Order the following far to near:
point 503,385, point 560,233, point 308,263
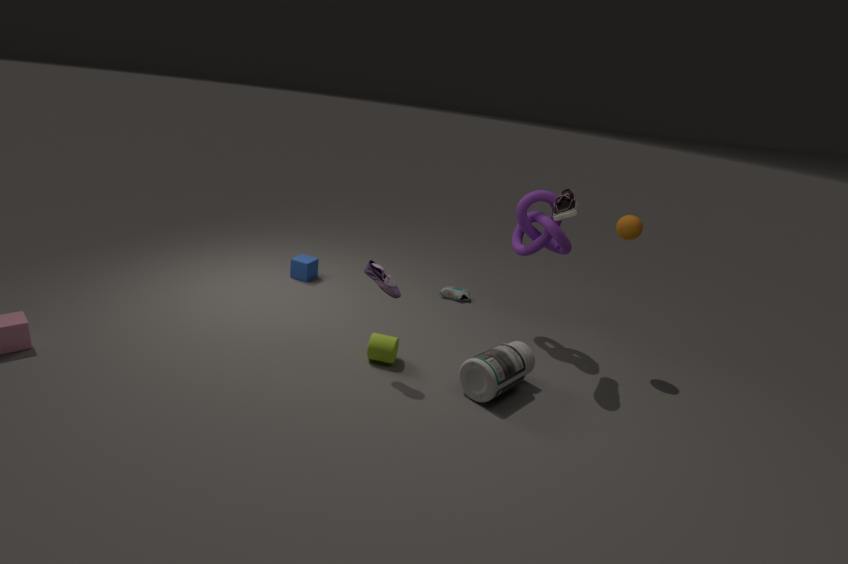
point 308,263 < point 560,233 < point 503,385
